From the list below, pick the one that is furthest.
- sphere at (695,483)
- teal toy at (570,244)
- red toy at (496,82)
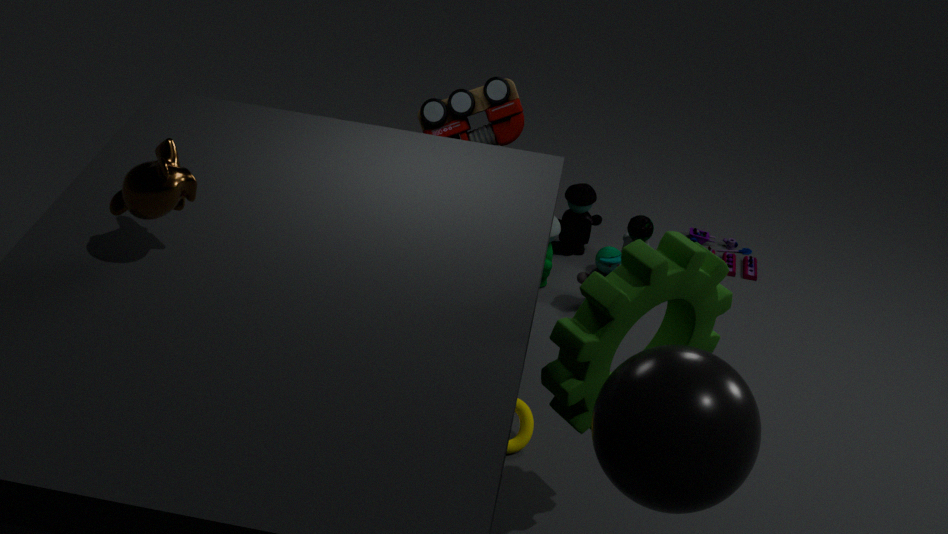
teal toy at (570,244)
